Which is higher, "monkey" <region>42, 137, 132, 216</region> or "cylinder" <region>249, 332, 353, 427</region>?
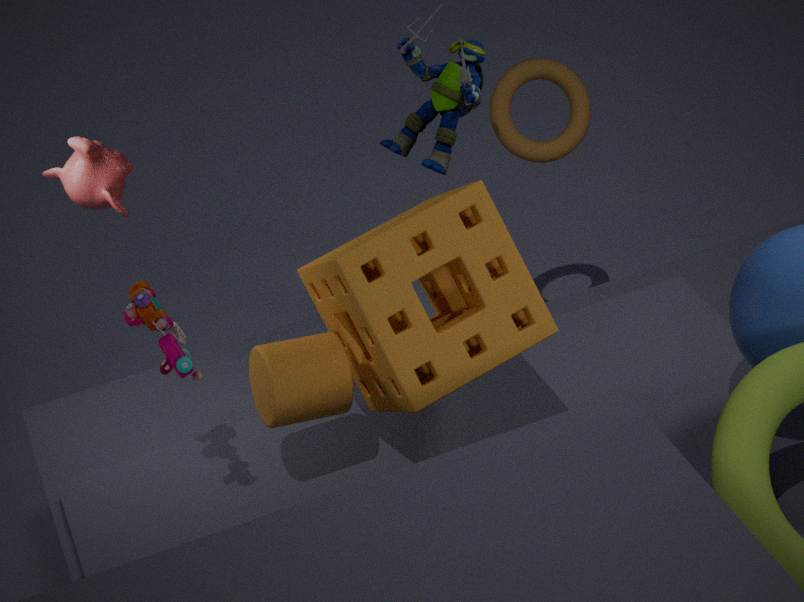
"monkey" <region>42, 137, 132, 216</region>
